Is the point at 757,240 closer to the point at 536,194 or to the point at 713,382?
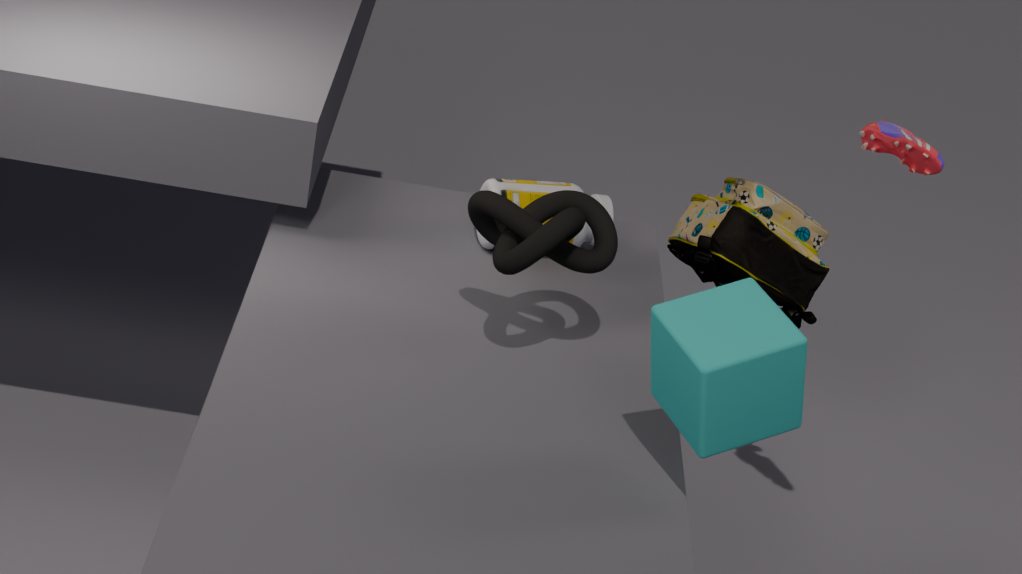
the point at 536,194
